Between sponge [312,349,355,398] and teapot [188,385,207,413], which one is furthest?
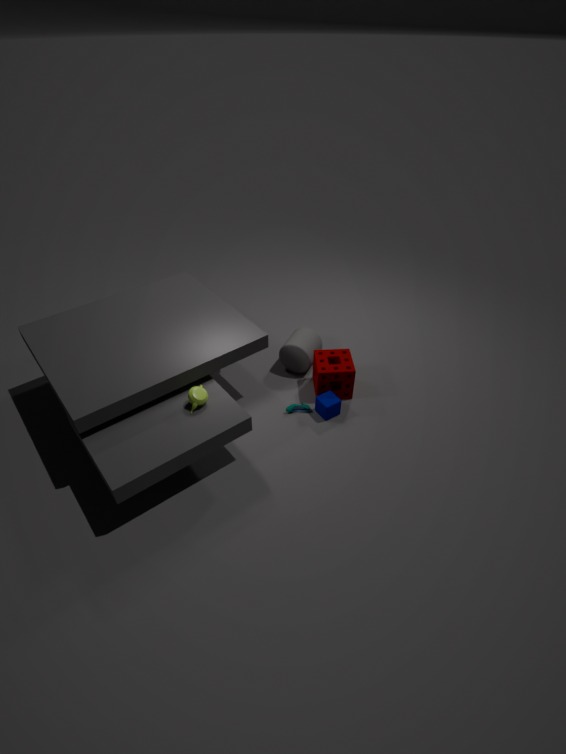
sponge [312,349,355,398]
